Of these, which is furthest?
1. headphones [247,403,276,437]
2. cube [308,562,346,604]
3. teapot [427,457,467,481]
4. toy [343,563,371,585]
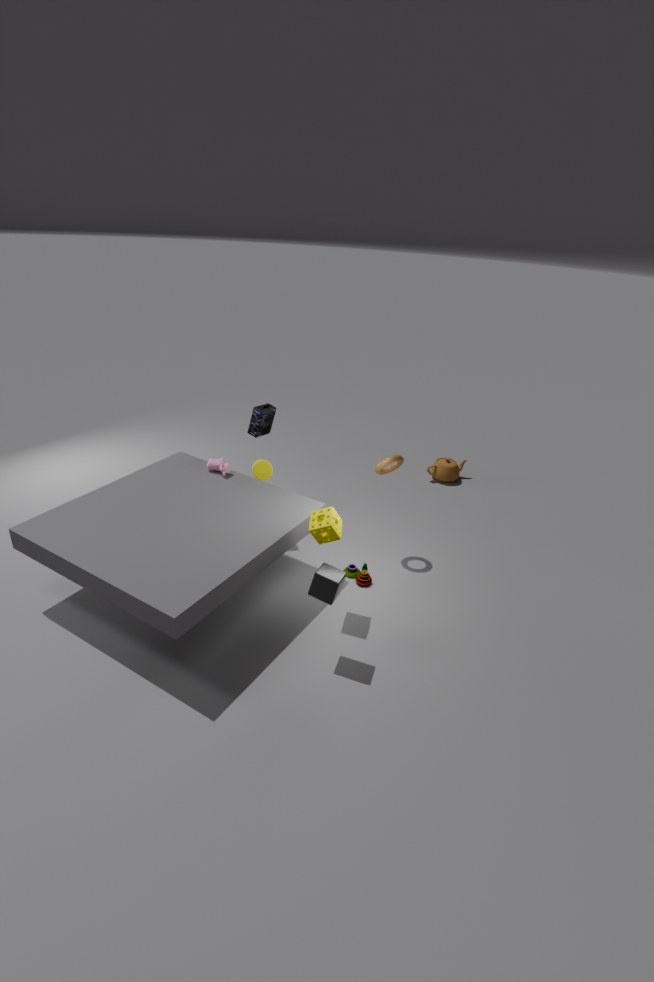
teapot [427,457,467,481]
